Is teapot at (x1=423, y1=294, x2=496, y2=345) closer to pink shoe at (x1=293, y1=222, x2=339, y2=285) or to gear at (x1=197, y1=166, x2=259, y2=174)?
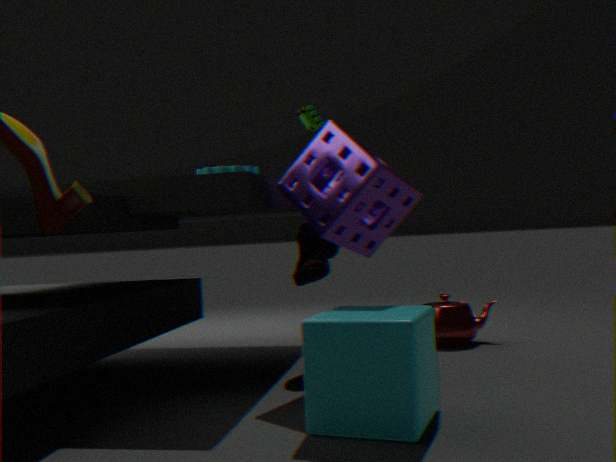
pink shoe at (x1=293, y1=222, x2=339, y2=285)
